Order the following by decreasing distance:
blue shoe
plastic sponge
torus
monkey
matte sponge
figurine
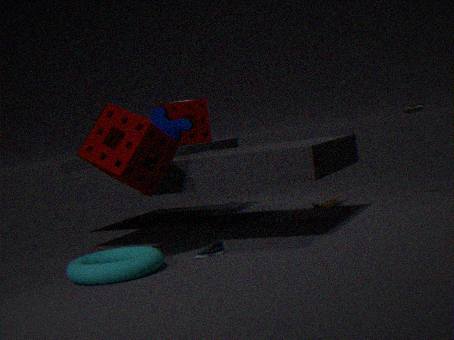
plastic sponge
figurine
monkey
blue shoe
matte sponge
torus
